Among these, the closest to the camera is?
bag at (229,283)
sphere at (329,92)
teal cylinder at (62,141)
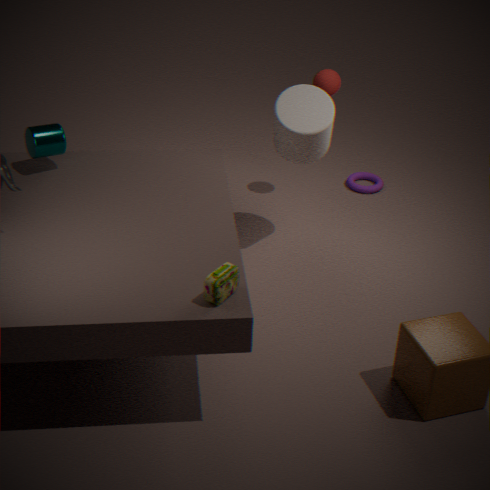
bag at (229,283)
